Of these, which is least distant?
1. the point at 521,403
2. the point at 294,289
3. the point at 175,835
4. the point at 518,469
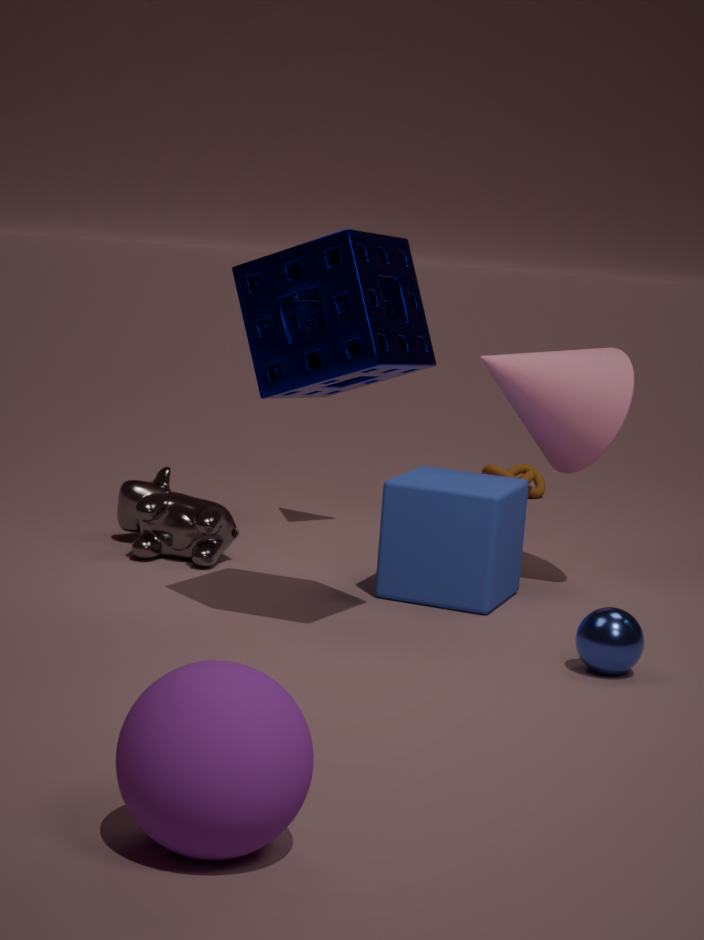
the point at 175,835
